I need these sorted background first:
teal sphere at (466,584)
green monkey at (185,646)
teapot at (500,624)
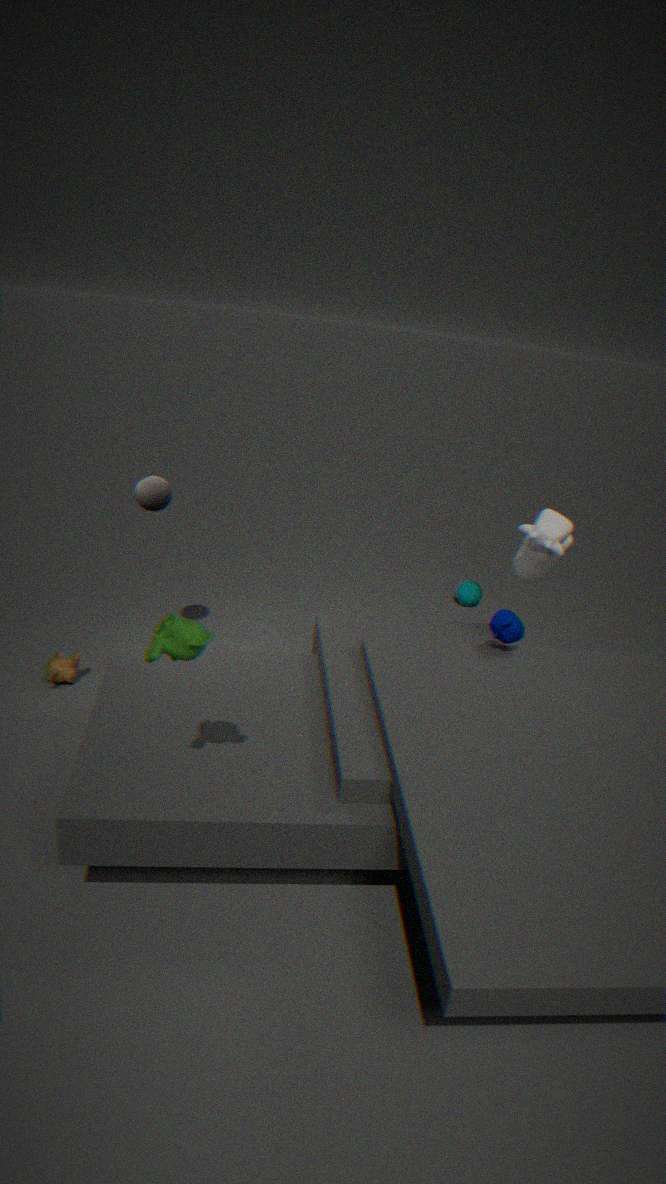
teal sphere at (466,584) → teapot at (500,624) → green monkey at (185,646)
